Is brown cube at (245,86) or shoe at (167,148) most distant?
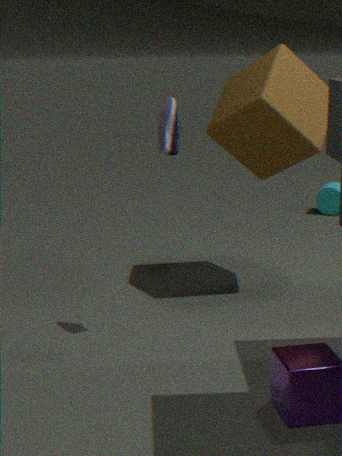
brown cube at (245,86)
